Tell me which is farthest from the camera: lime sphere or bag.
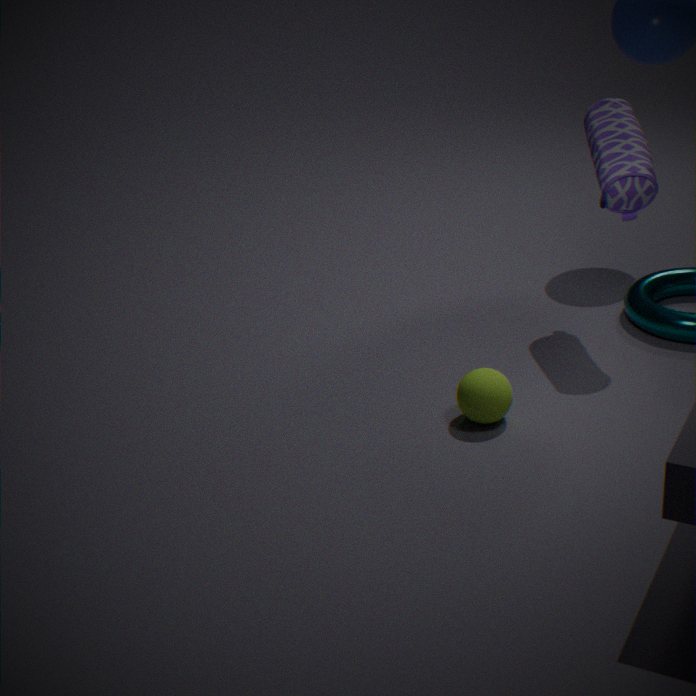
bag
